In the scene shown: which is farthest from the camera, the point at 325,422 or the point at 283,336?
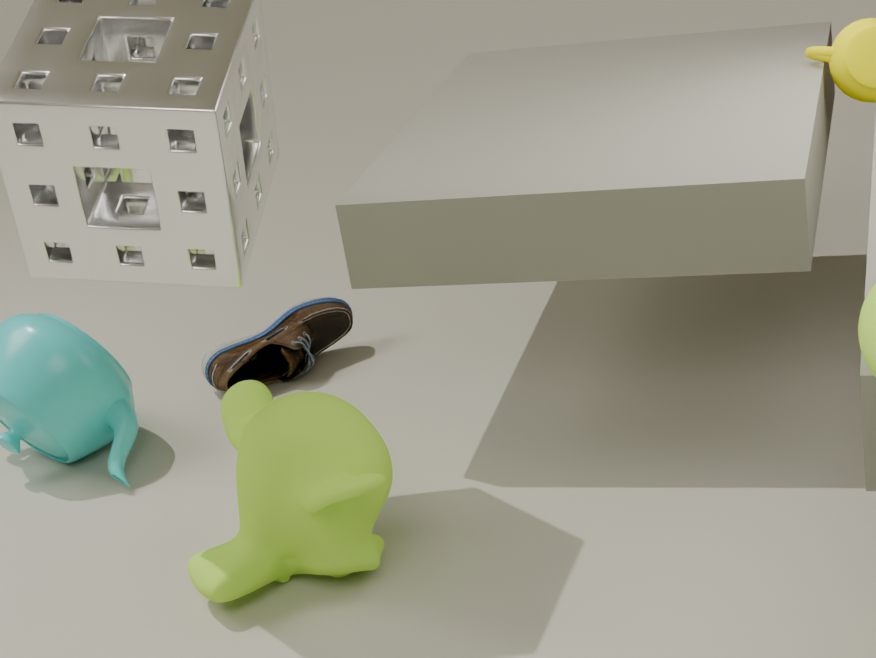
the point at 283,336
